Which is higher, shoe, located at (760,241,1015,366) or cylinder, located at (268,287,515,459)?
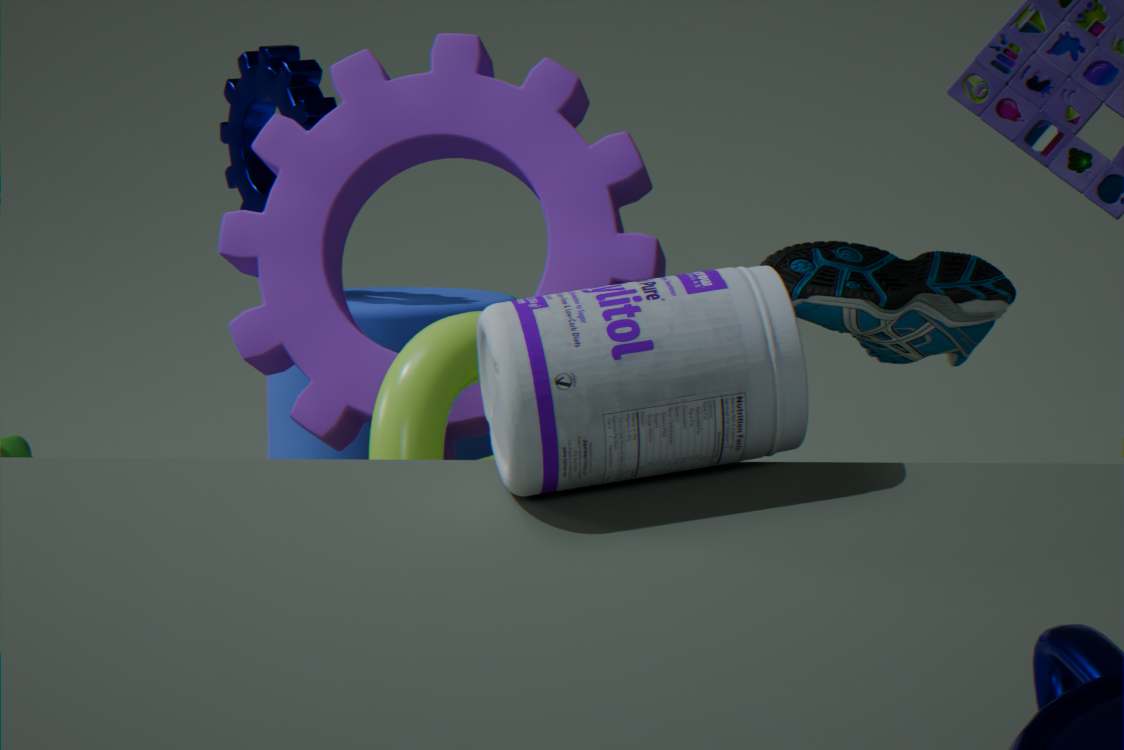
shoe, located at (760,241,1015,366)
